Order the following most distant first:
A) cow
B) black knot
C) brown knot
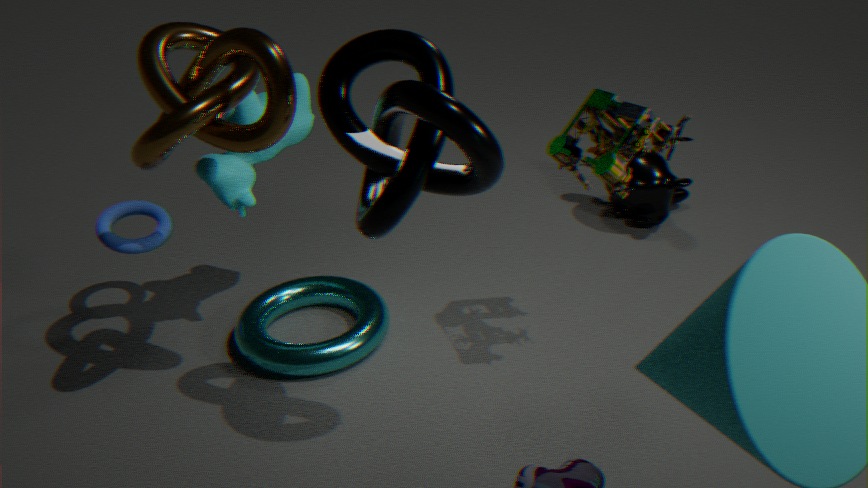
cow < brown knot < black knot
